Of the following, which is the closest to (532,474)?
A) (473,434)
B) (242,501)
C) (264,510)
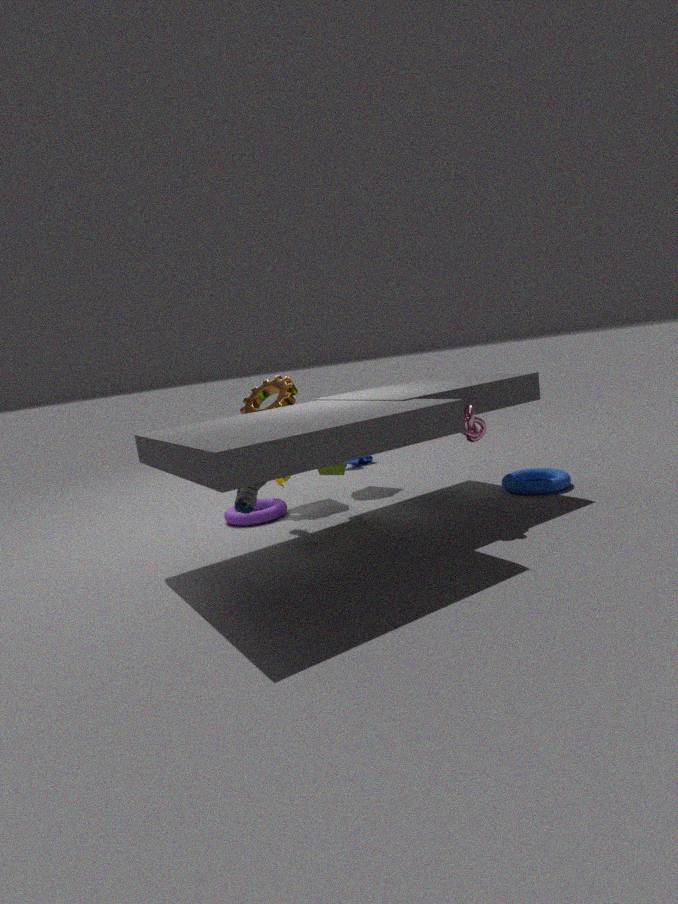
(473,434)
